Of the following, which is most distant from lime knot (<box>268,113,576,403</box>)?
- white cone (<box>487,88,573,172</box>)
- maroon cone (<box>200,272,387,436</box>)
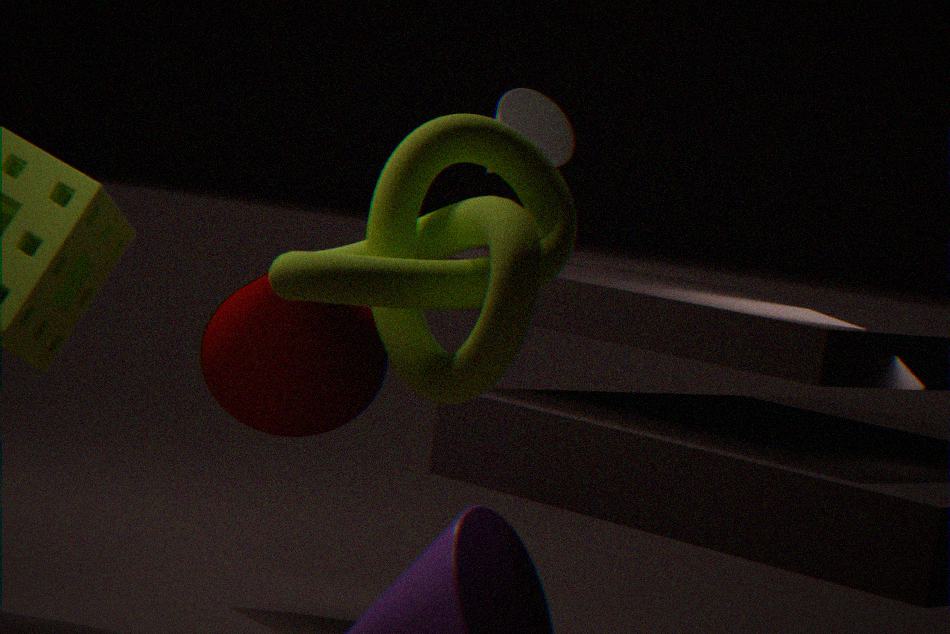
white cone (<box>487,88,573,172</box>)
